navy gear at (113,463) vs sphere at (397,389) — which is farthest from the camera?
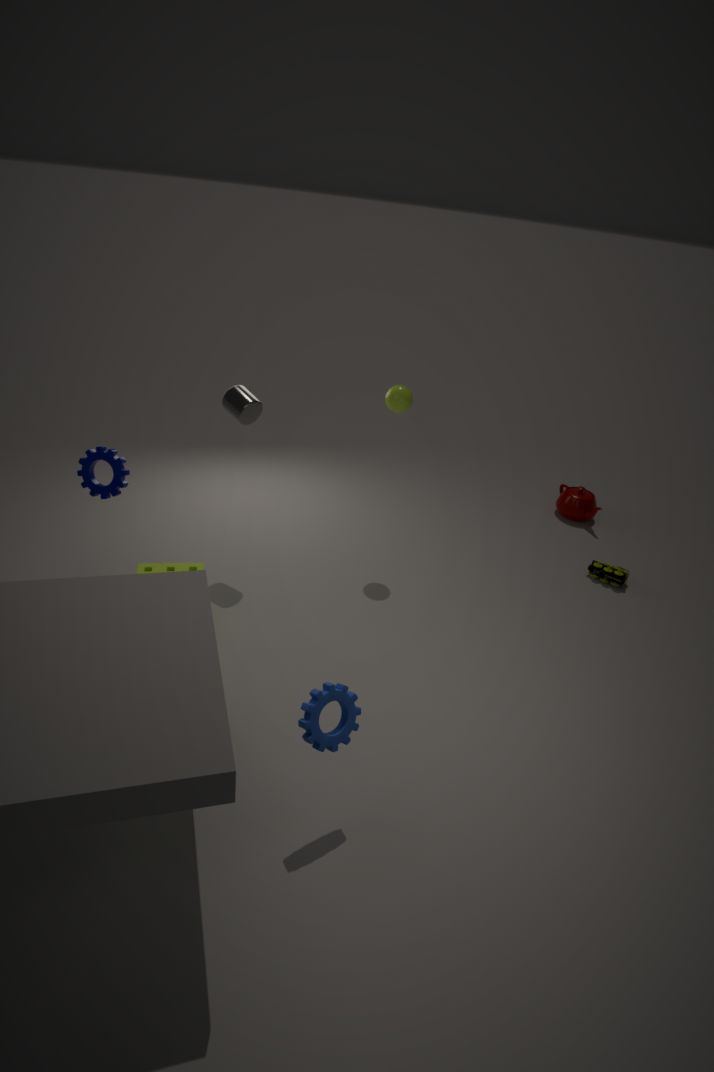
sphere at (397,389)
